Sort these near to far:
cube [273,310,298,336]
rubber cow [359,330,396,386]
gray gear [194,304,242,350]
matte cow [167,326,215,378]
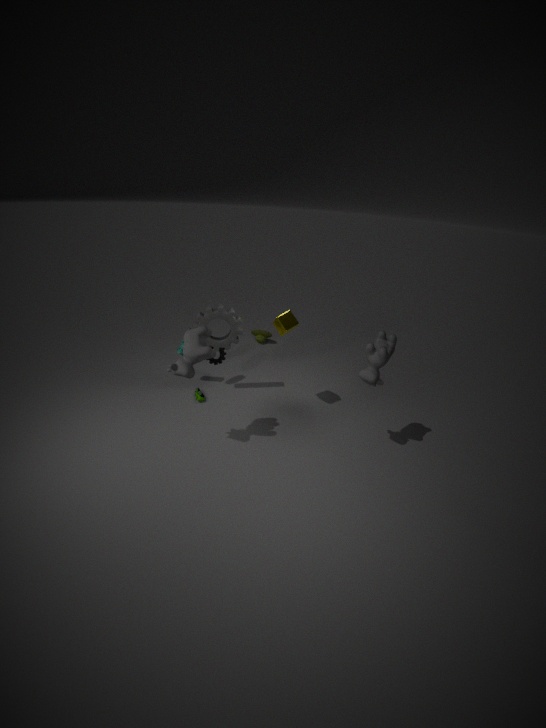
matte cow [167,326,215,378] < rubber cow [359,330,396,386] < cube [273,310,298,336] < gray gear [194,304,242,350]
